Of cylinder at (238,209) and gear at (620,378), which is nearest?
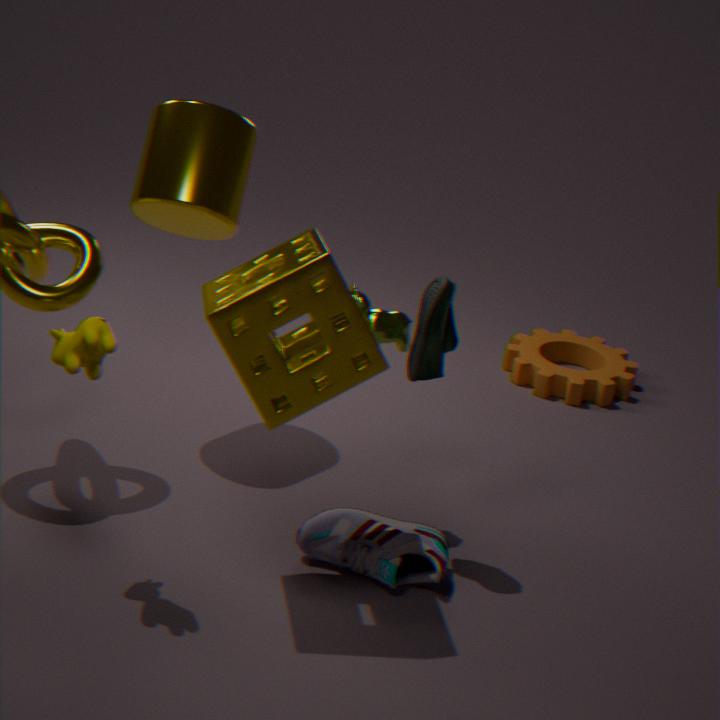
cylinder at (238,209)
